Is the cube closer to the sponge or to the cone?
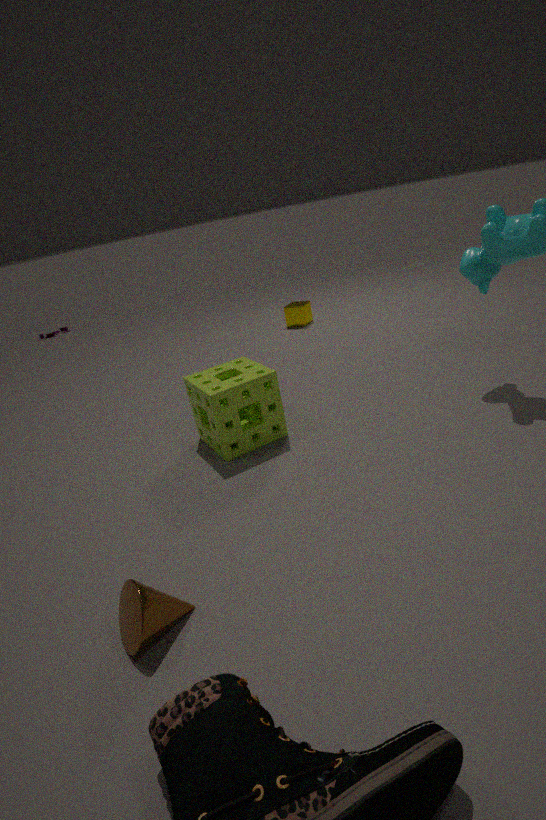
the sponge
